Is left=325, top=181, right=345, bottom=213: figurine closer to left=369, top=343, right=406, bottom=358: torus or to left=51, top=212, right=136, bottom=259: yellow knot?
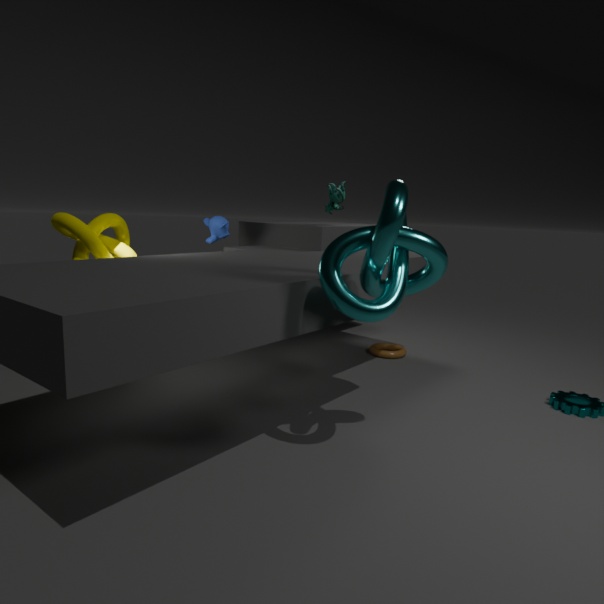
left=369, top=343, right=406, bottom=358: torus
